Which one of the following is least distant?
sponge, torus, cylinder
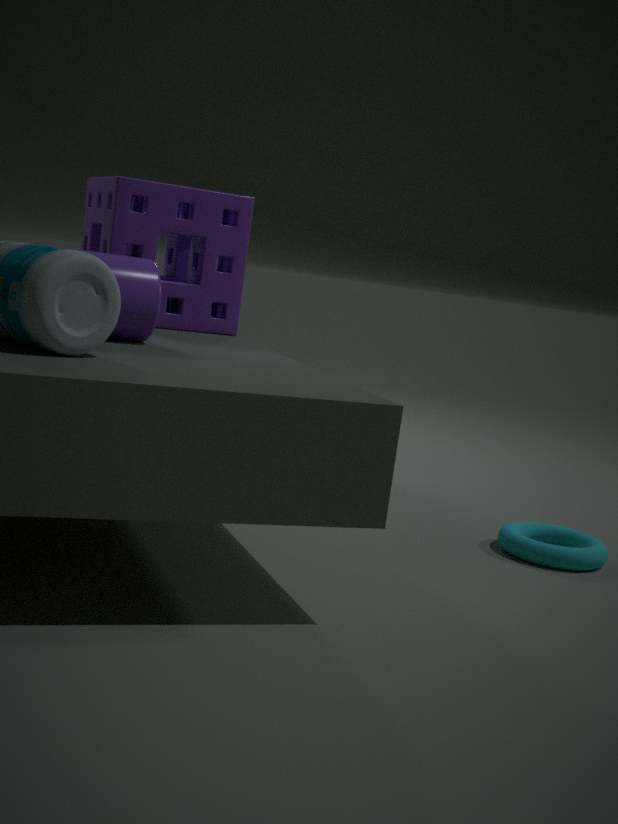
cylinder
